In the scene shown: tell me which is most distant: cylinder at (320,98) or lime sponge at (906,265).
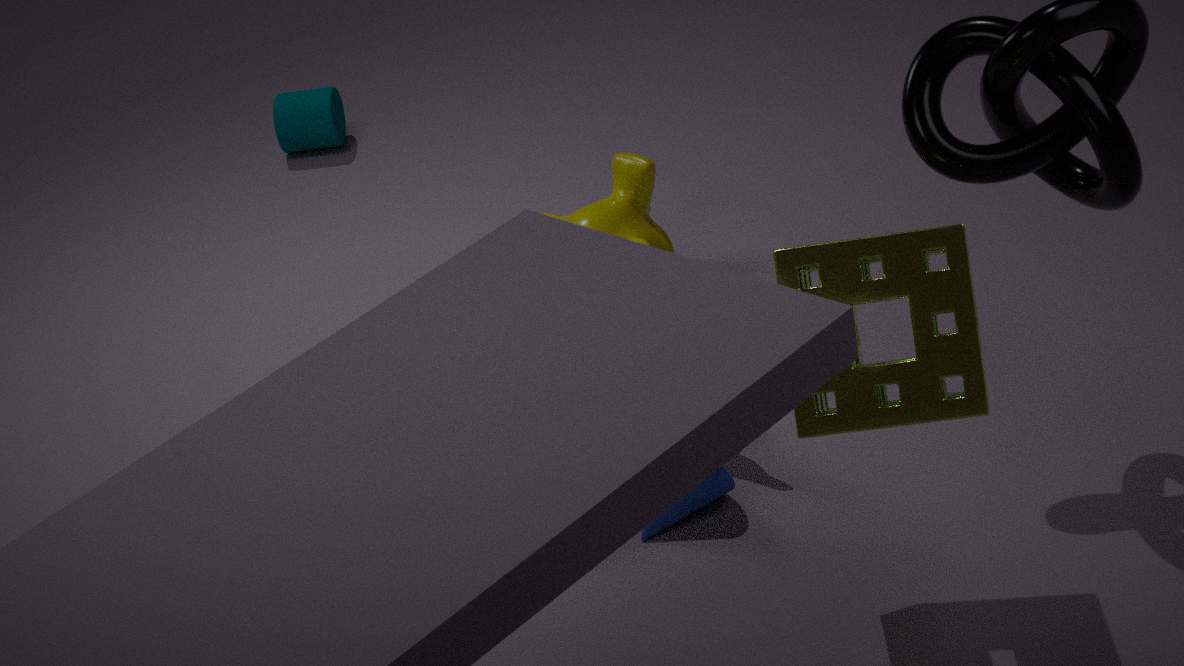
cylinder at (320,98)
